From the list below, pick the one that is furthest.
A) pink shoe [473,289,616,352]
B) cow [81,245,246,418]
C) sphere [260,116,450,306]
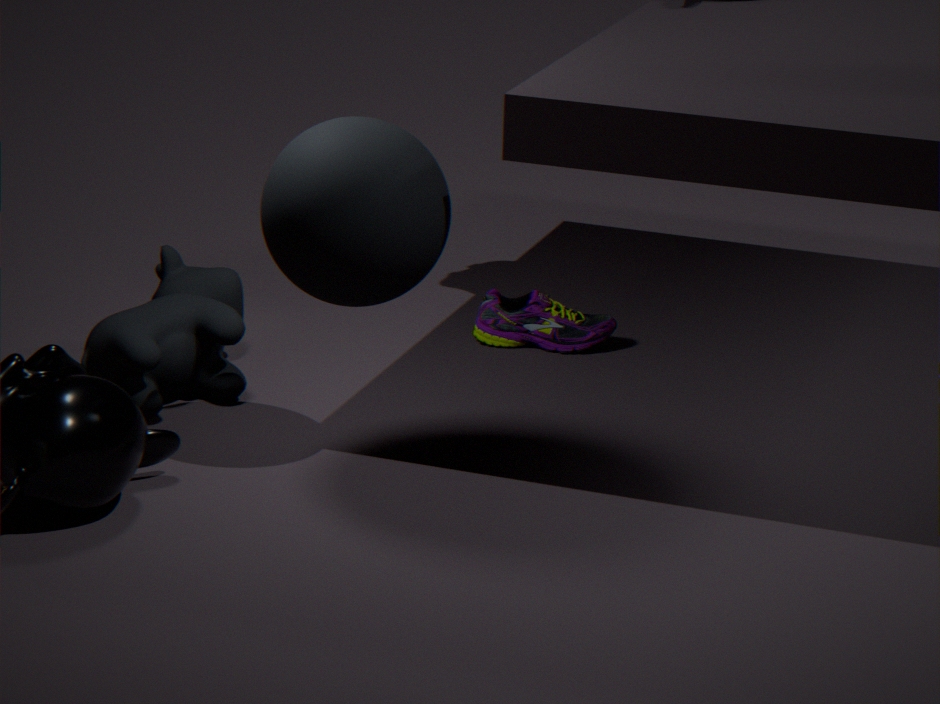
pink shoe [473,289,616,352]
